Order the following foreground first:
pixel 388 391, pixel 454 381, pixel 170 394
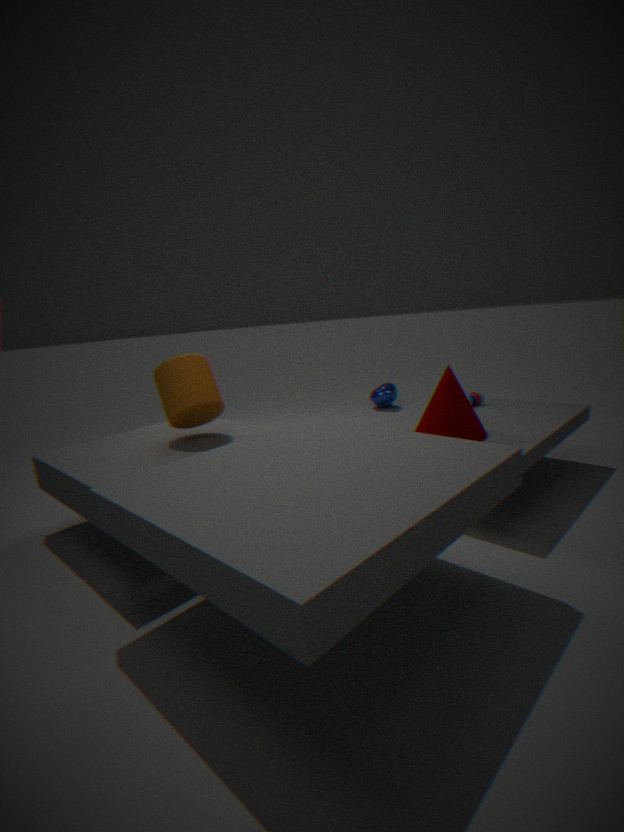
1. pixel 454 381
2. pixel 170 394
3. pixel 388 391
